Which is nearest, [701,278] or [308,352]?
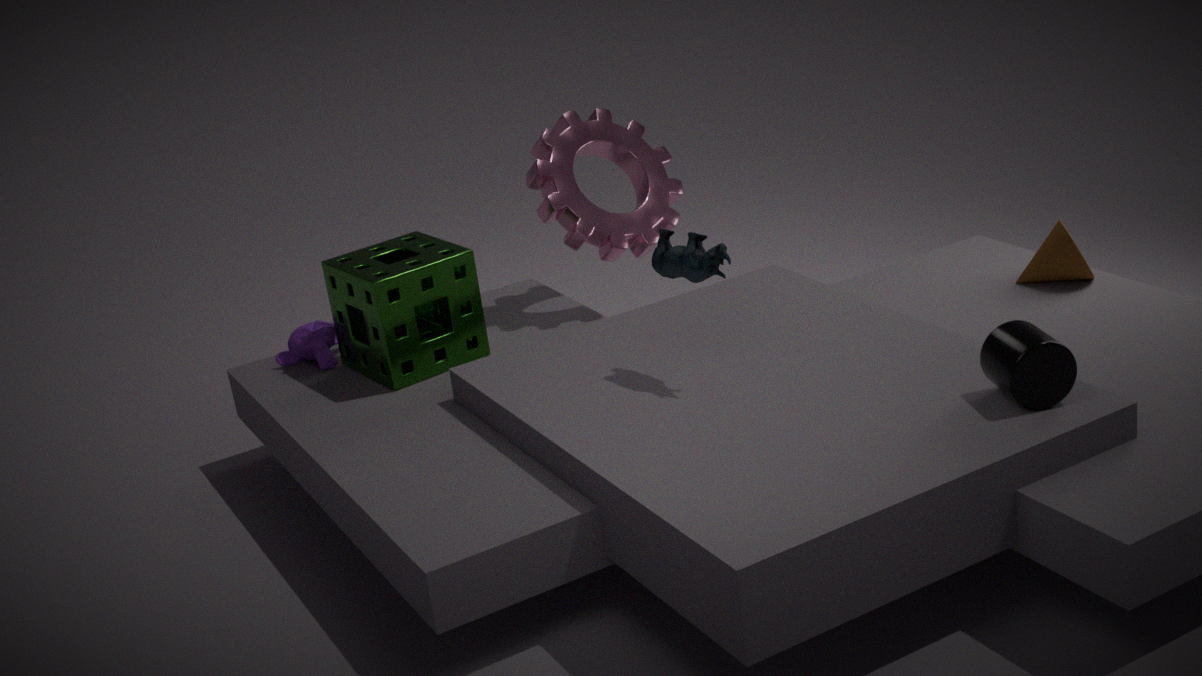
[701,278]
